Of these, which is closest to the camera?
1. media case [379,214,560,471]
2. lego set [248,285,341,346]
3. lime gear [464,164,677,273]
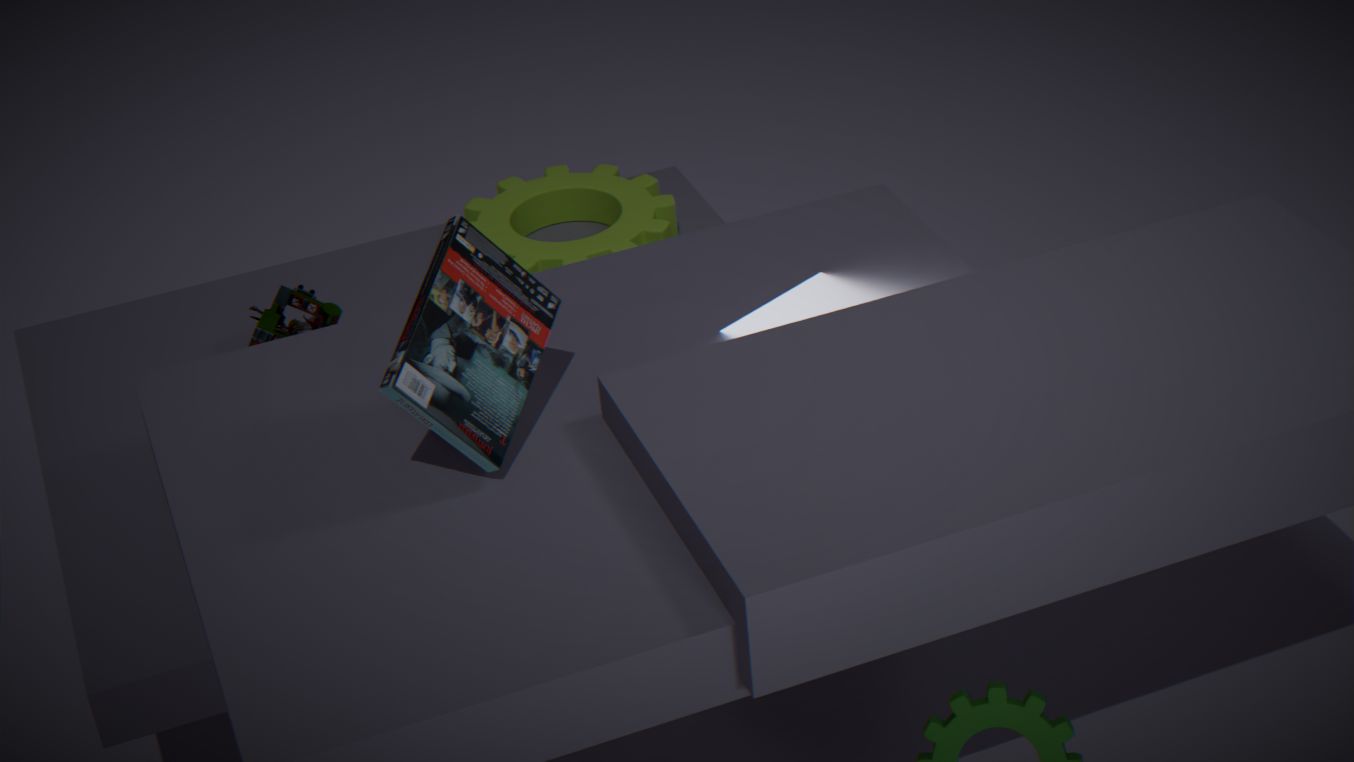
media case [379,214,560,471]
